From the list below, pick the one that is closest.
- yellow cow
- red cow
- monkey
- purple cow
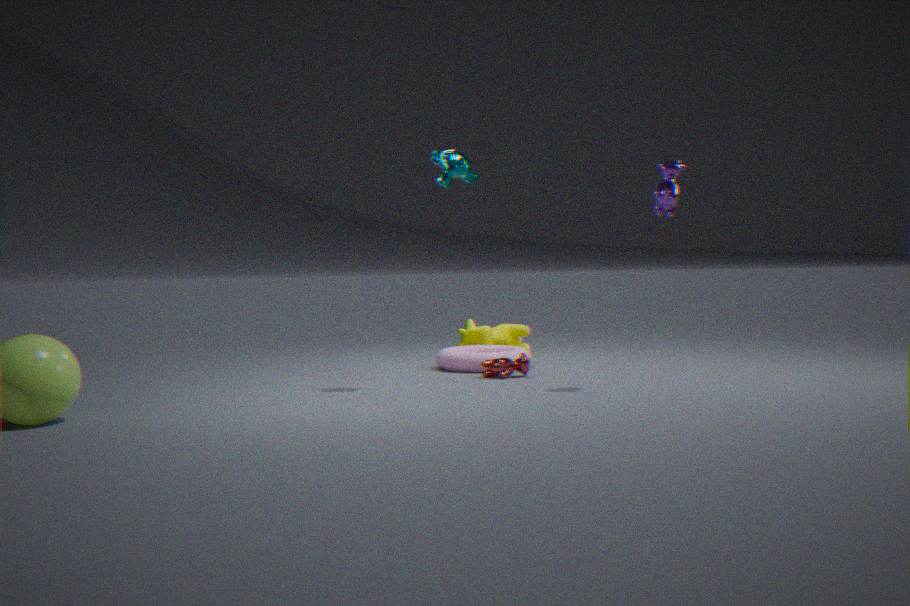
purple cow
